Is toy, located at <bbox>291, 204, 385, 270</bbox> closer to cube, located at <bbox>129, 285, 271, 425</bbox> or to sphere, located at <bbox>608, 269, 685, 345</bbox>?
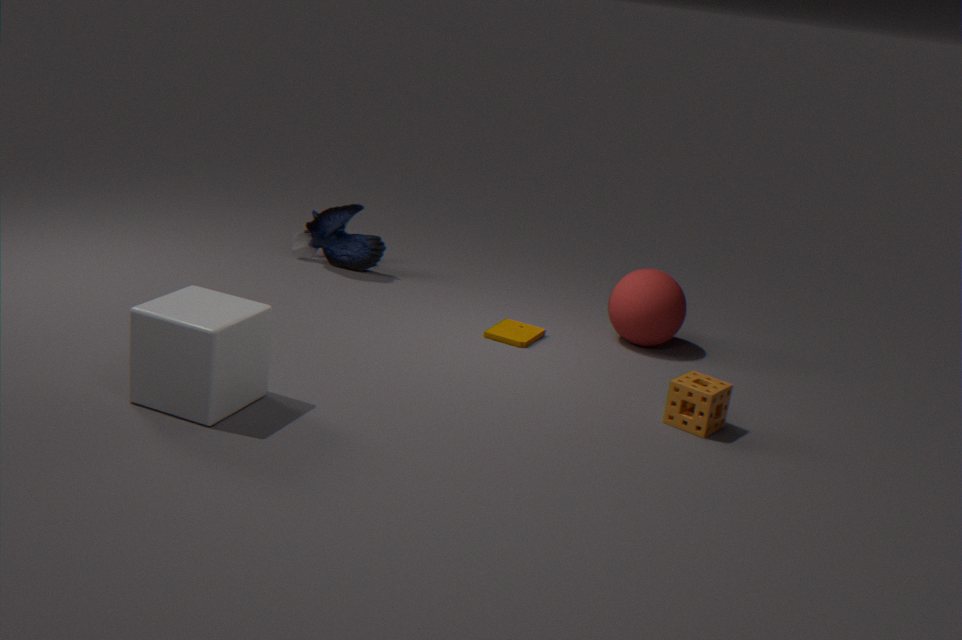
sphere, located at <bbox>608, 269, 685, 345</bbox>
